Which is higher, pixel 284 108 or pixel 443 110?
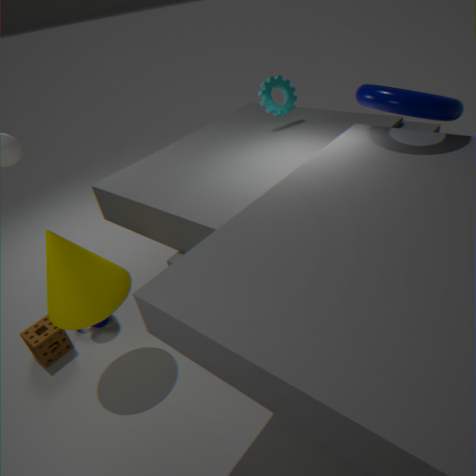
pixel 443 110
